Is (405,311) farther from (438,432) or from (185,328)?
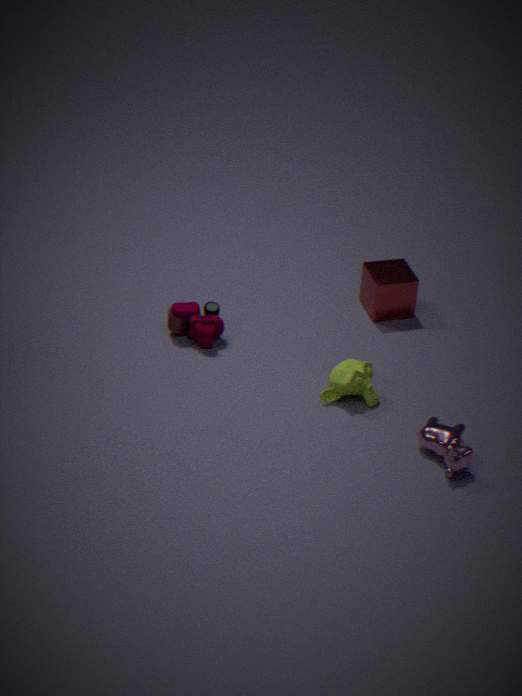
(438,432)
